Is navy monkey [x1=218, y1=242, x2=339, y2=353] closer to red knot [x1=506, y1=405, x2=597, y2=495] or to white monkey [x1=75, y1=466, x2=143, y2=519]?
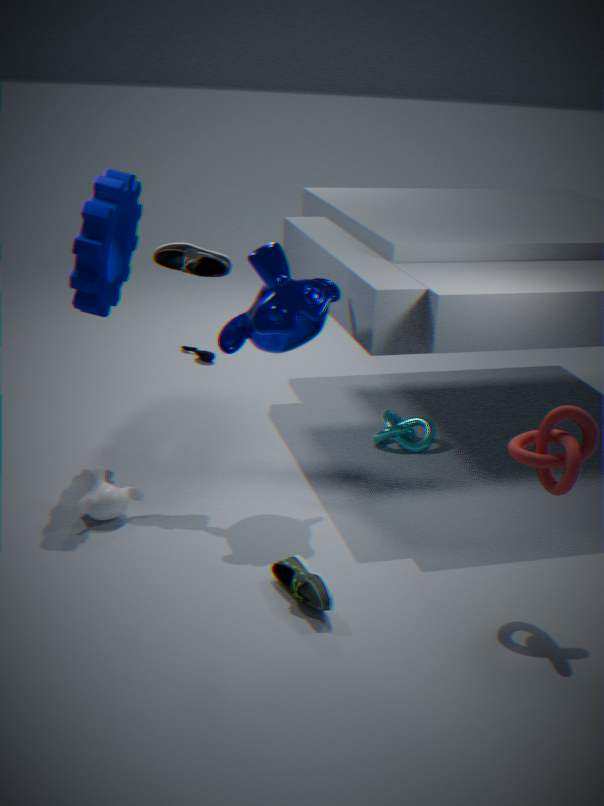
white monkey [x1=75, y1=466, x2=143, y2=519]
